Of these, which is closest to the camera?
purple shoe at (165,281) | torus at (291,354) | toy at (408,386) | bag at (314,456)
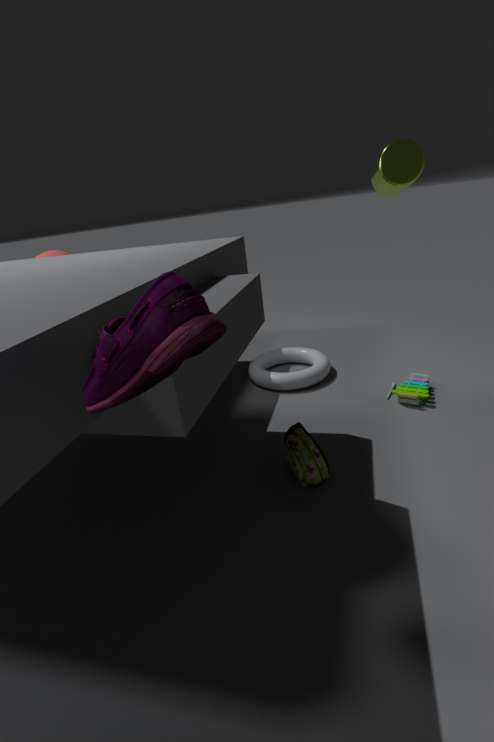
purple shoe at (165,281)
